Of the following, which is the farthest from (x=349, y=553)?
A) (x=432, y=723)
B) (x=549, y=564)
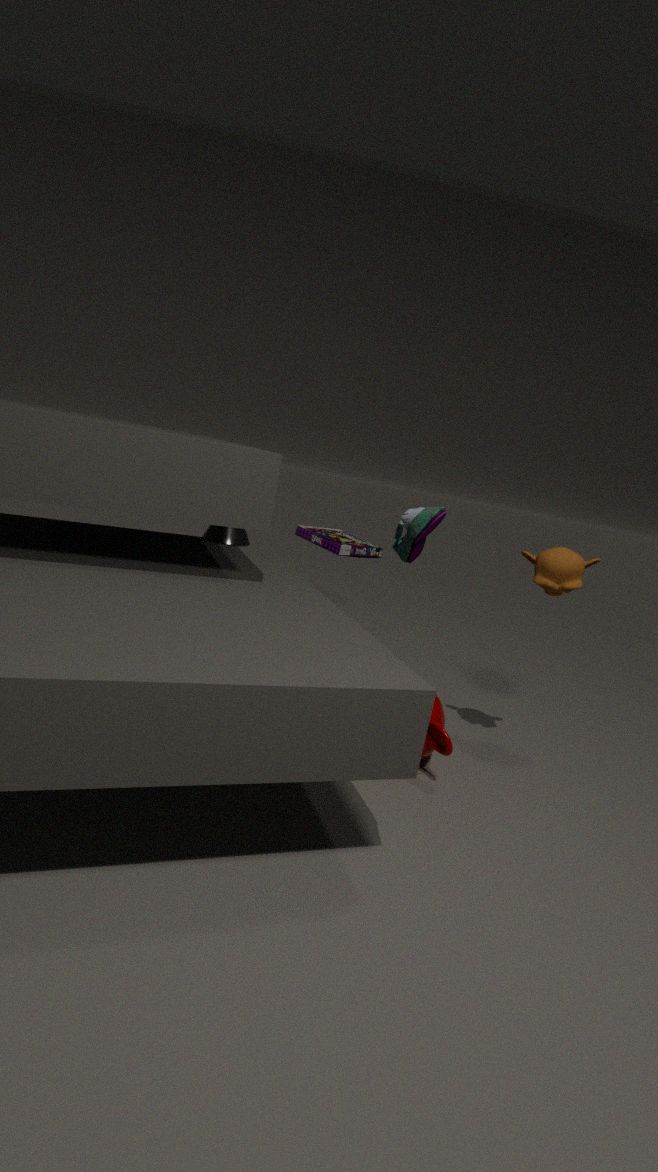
(x=549, y=564)
